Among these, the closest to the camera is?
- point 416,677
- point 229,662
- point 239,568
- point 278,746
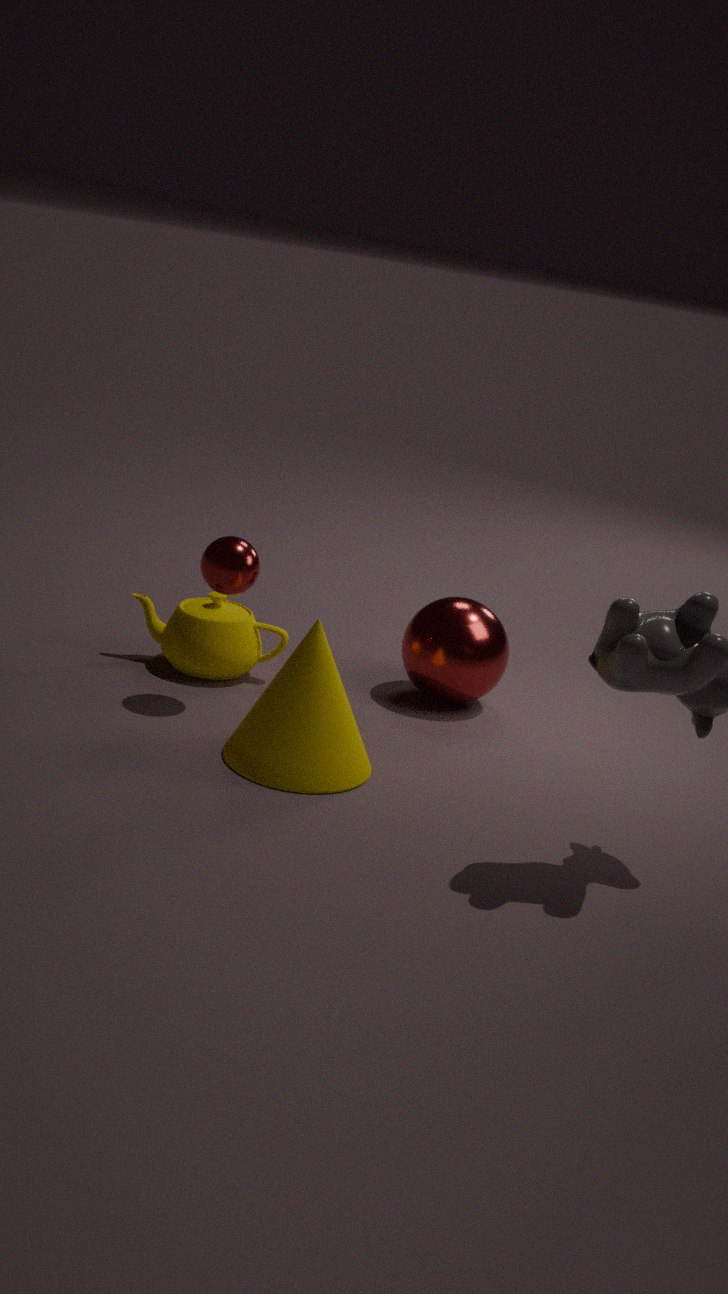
point 278,746
